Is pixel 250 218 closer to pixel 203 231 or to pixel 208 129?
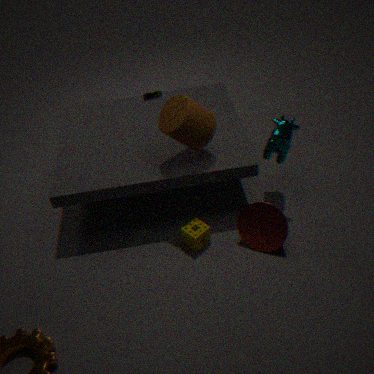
pixel 203 231
